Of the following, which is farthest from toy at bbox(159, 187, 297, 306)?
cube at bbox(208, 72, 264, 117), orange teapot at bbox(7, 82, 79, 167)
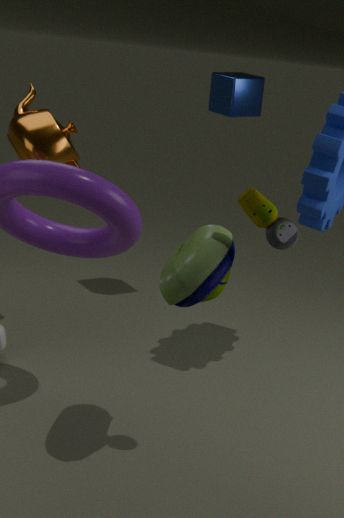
cube at bbox(208, 72, 264, 117)
